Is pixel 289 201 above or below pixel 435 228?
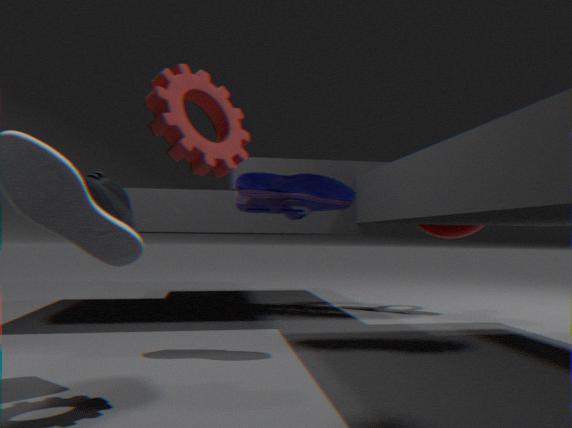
below
